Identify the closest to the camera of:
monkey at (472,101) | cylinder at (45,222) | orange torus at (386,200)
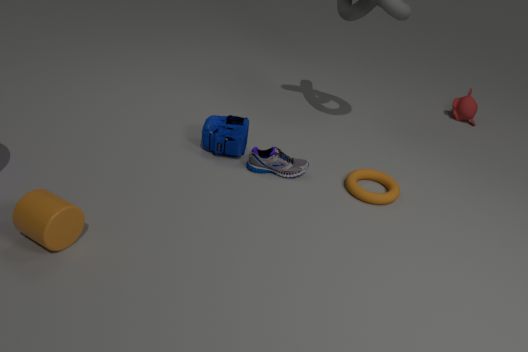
cylinder at (45,222)
